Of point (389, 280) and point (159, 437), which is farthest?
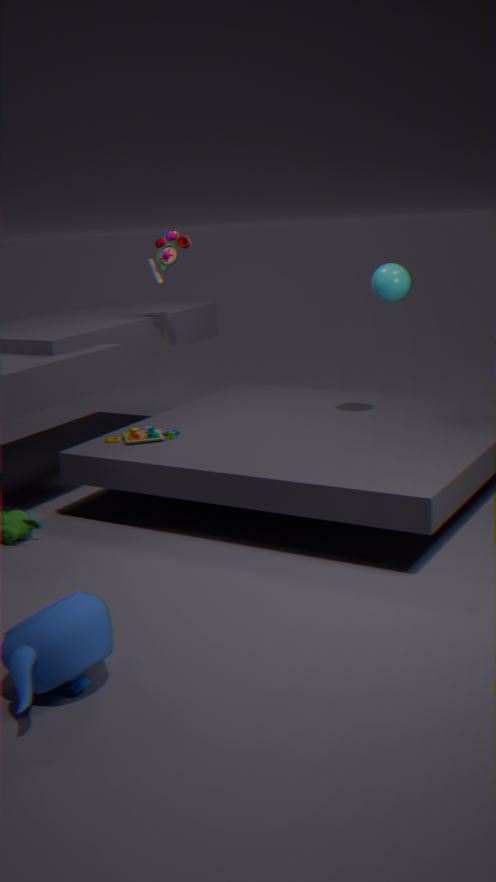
point (159, 437)
